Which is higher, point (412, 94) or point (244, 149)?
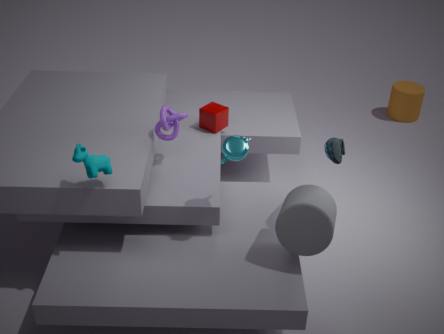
point (244, 149)
